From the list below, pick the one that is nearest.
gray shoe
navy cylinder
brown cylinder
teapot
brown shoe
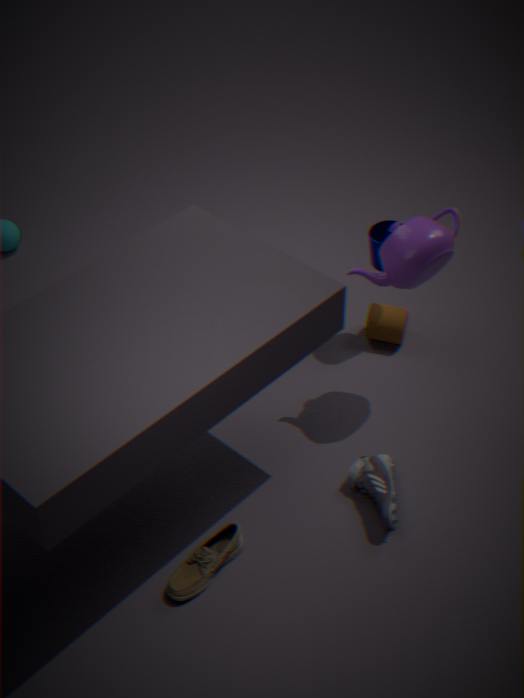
brown shoe
